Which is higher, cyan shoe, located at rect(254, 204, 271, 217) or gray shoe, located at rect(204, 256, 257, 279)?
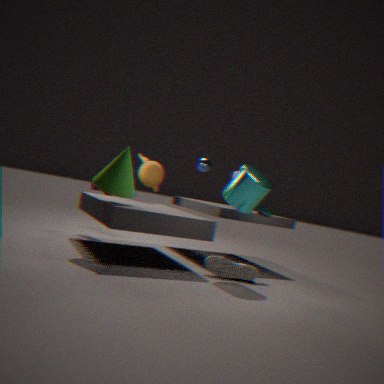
cyan shoe, located at rect(254, 204, 271, 217)
